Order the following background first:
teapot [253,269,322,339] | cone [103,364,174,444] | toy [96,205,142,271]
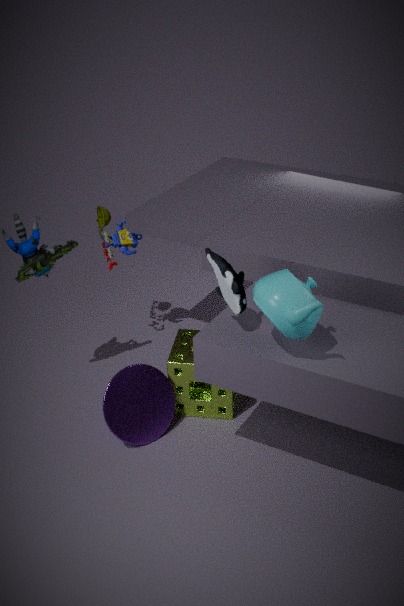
toy [96,205,142,271], cone [103,364,174,444], teapot [253,269,322,339]
